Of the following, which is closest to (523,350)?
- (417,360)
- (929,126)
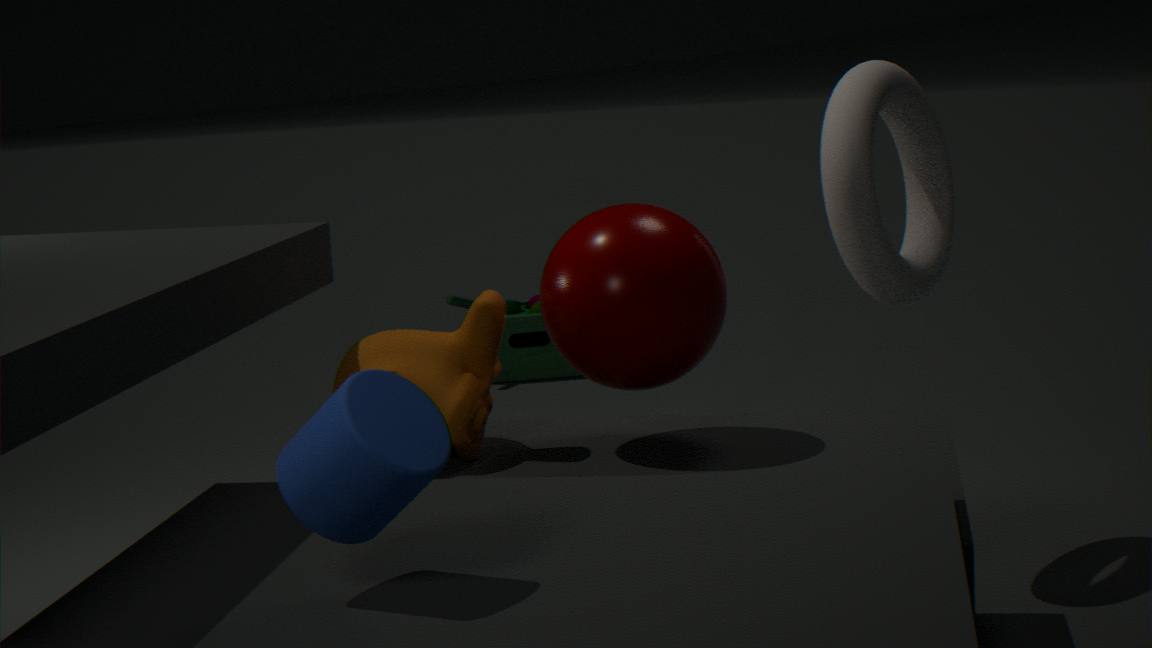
(929,126)
